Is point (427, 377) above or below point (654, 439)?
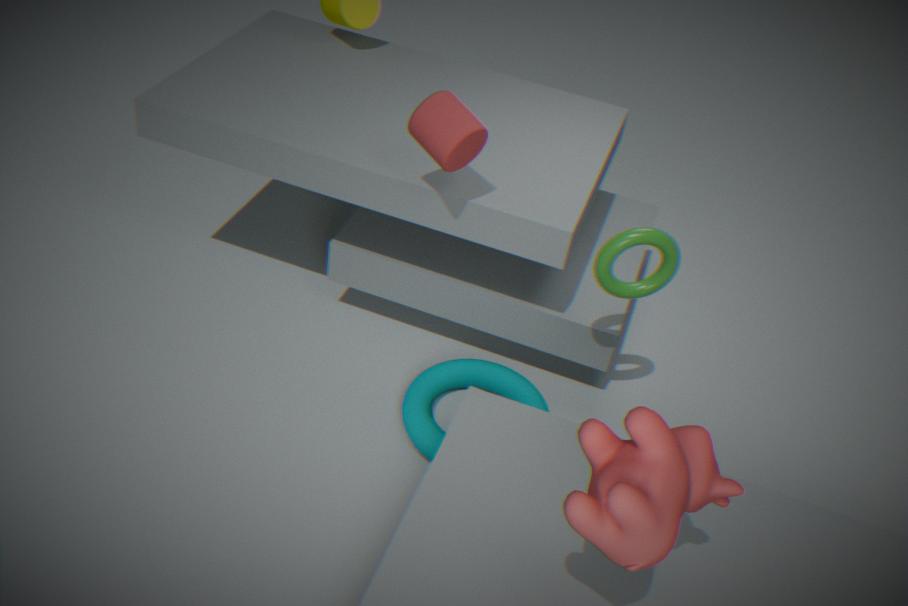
below
